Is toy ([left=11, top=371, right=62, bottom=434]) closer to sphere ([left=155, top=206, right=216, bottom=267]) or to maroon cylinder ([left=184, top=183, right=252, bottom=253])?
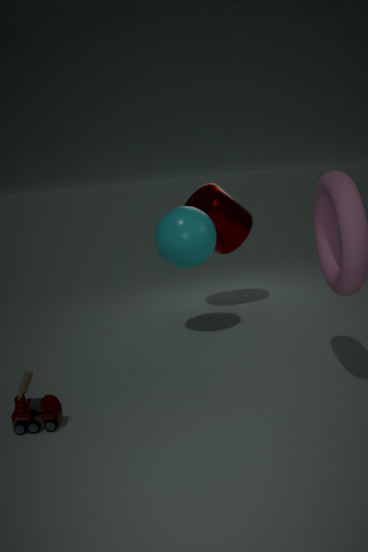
sphere ([left=155, top=206, right=216, bottom=267])
